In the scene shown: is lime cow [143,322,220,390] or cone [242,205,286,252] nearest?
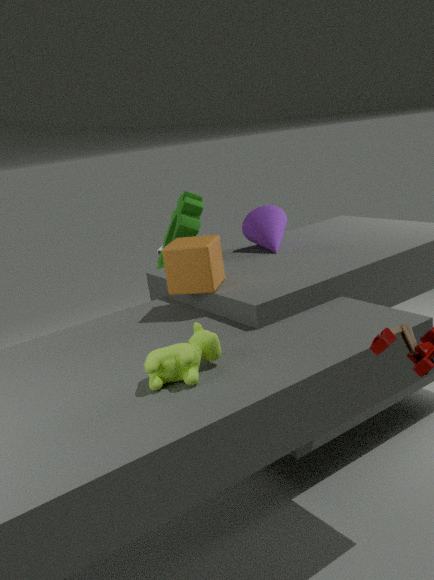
lime cow [143,322,220,390]
